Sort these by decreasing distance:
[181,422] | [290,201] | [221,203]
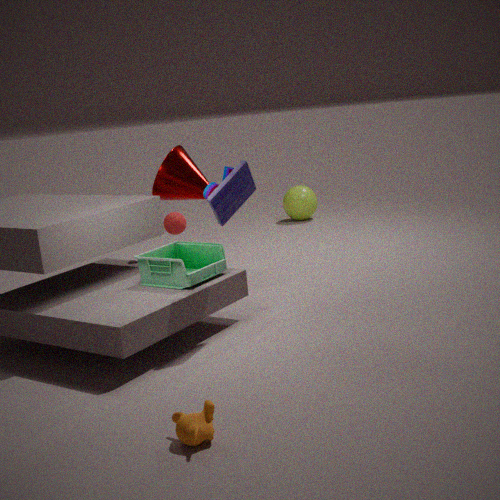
[290,201] < [221,203] < [181,422]
